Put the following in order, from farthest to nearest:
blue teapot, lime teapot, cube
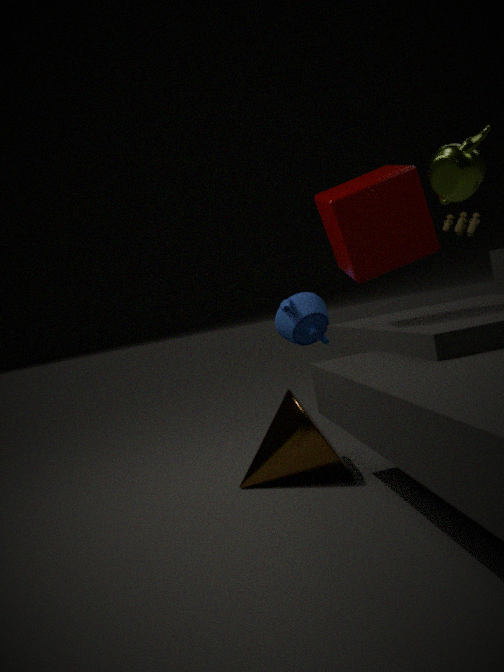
blue teapot, cube, lime teapot
